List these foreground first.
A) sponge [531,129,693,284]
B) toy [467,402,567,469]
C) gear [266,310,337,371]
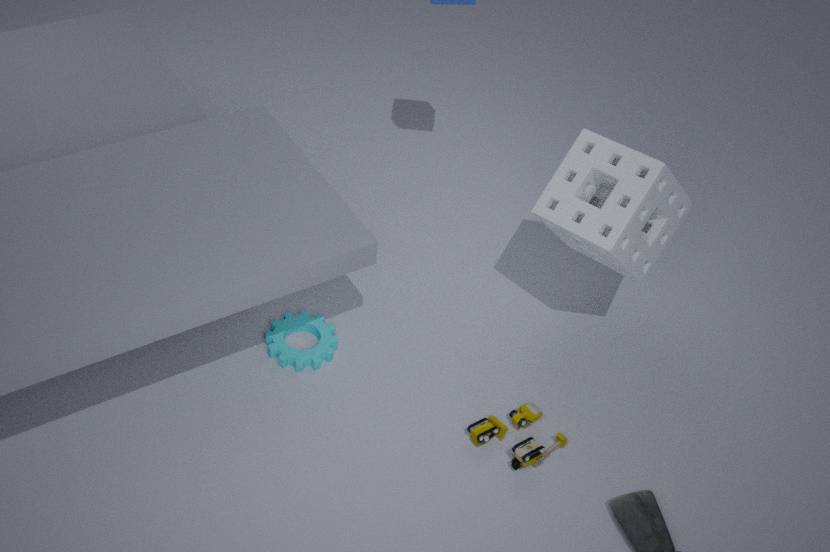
1. sponge [531,129,693,284]
2. toy [467,402,567,469]
3. gear [266,310,337,371]
